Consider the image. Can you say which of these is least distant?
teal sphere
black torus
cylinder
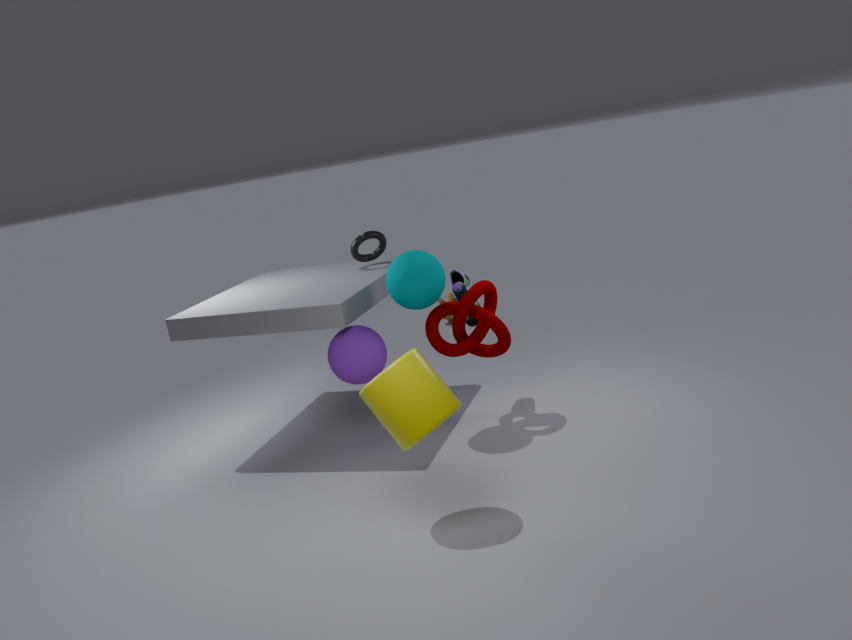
cylinder
